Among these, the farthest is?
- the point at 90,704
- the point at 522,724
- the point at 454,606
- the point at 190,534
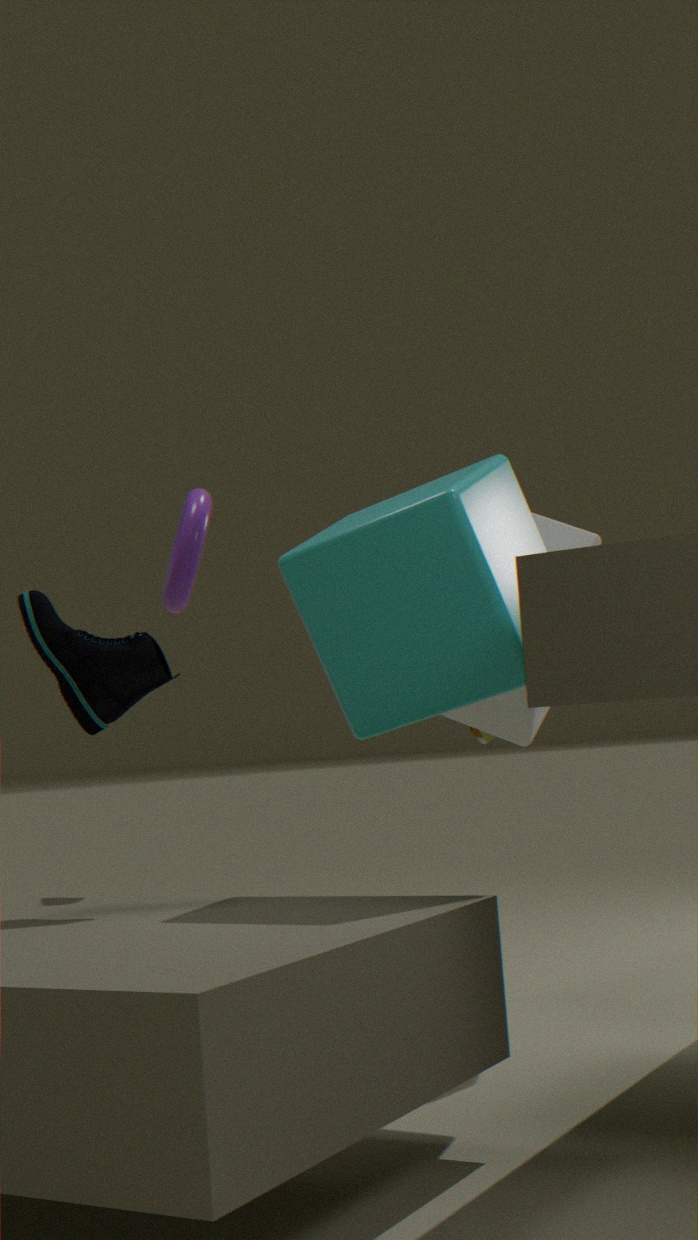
the point at 522,724
